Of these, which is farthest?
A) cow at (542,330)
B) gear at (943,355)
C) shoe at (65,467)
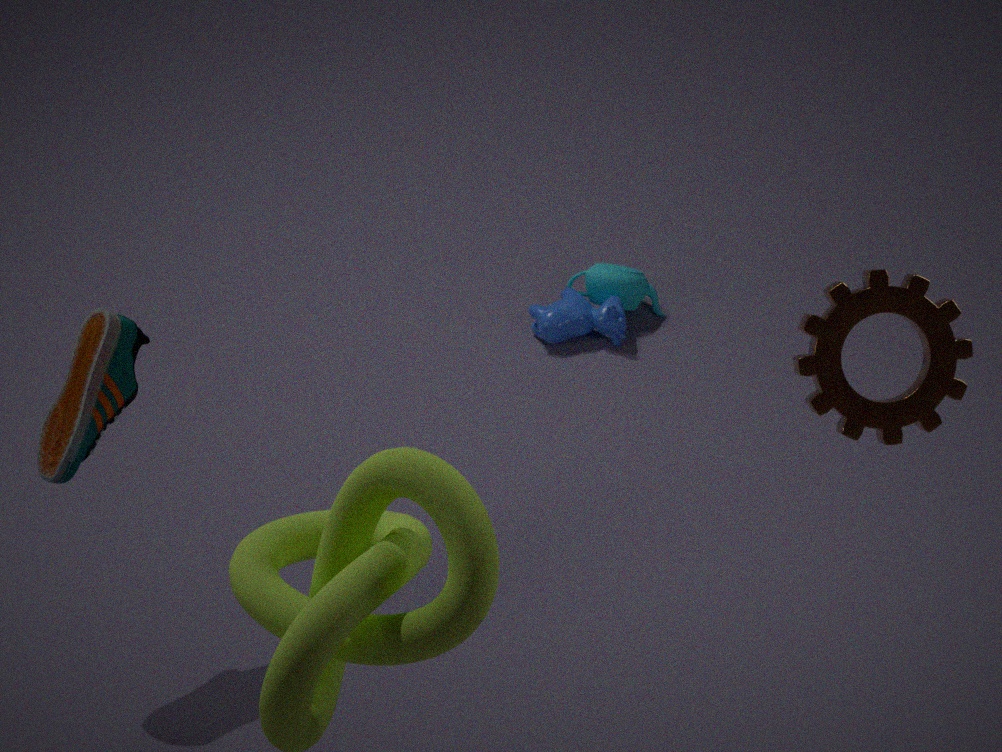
cow at (542,330)
